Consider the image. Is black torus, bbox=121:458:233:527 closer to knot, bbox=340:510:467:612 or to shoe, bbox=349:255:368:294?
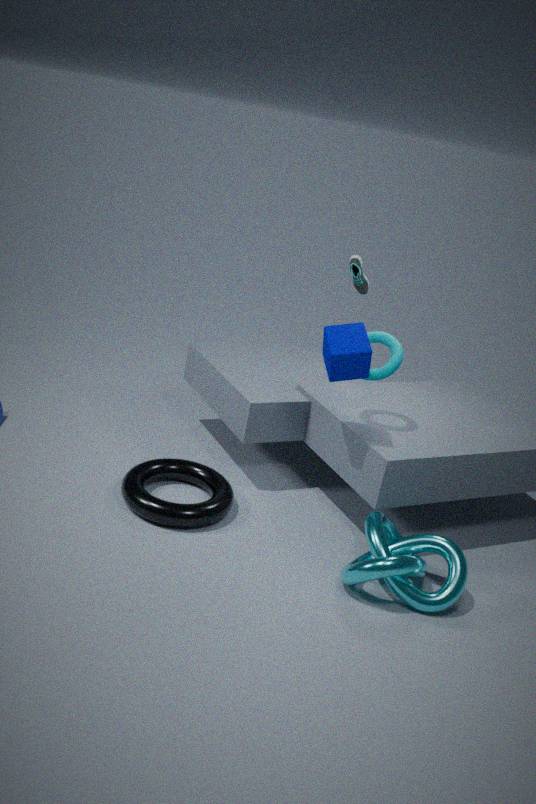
knot, bbox=340:510:467:612
